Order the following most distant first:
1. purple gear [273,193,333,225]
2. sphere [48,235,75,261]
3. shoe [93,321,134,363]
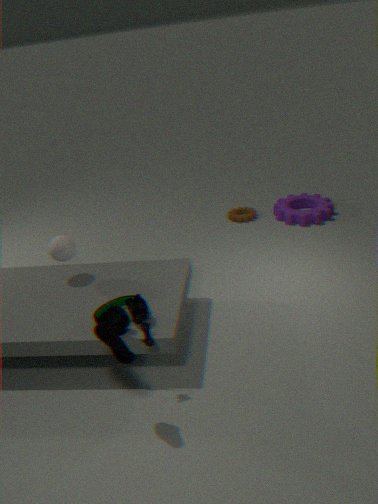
purple gear [273,193,333,225]
sphere [48,235,75,261]
shoe [93,321,134,363]
